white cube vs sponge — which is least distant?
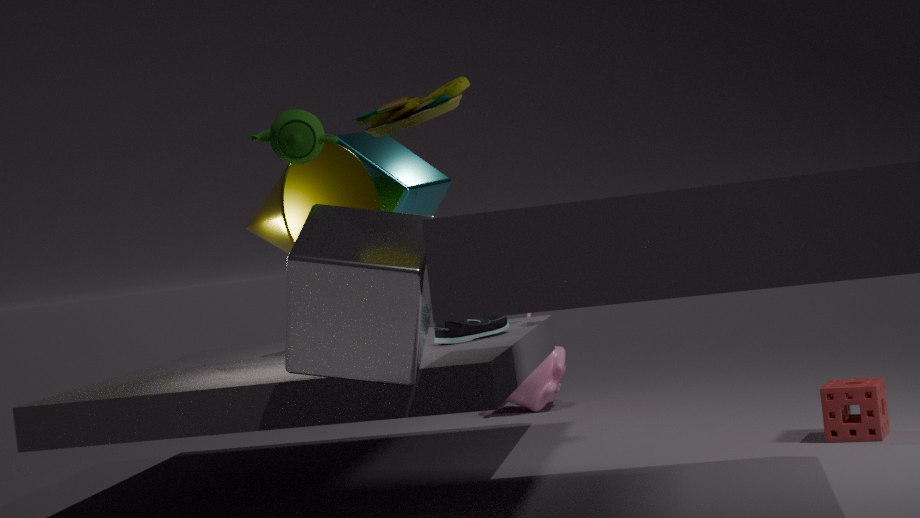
white cube
